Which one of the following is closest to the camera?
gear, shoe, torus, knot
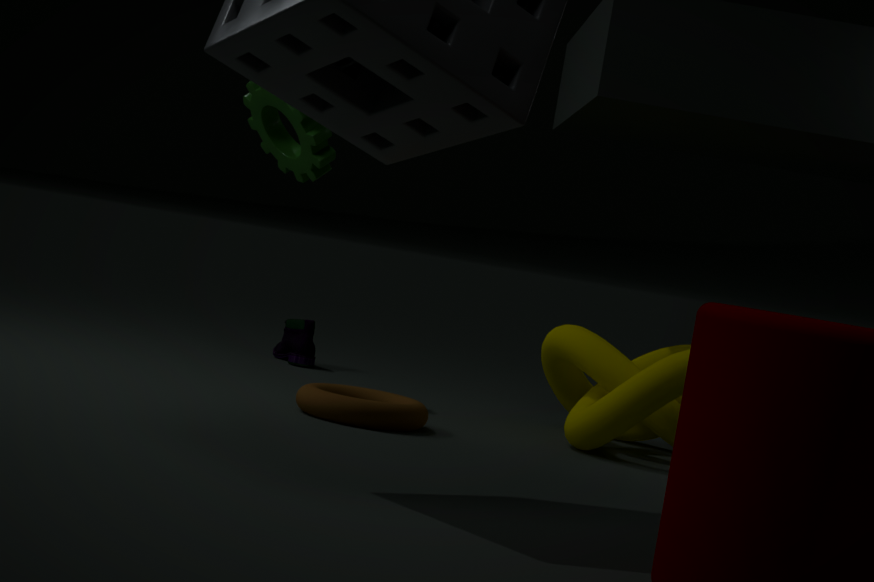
torus
